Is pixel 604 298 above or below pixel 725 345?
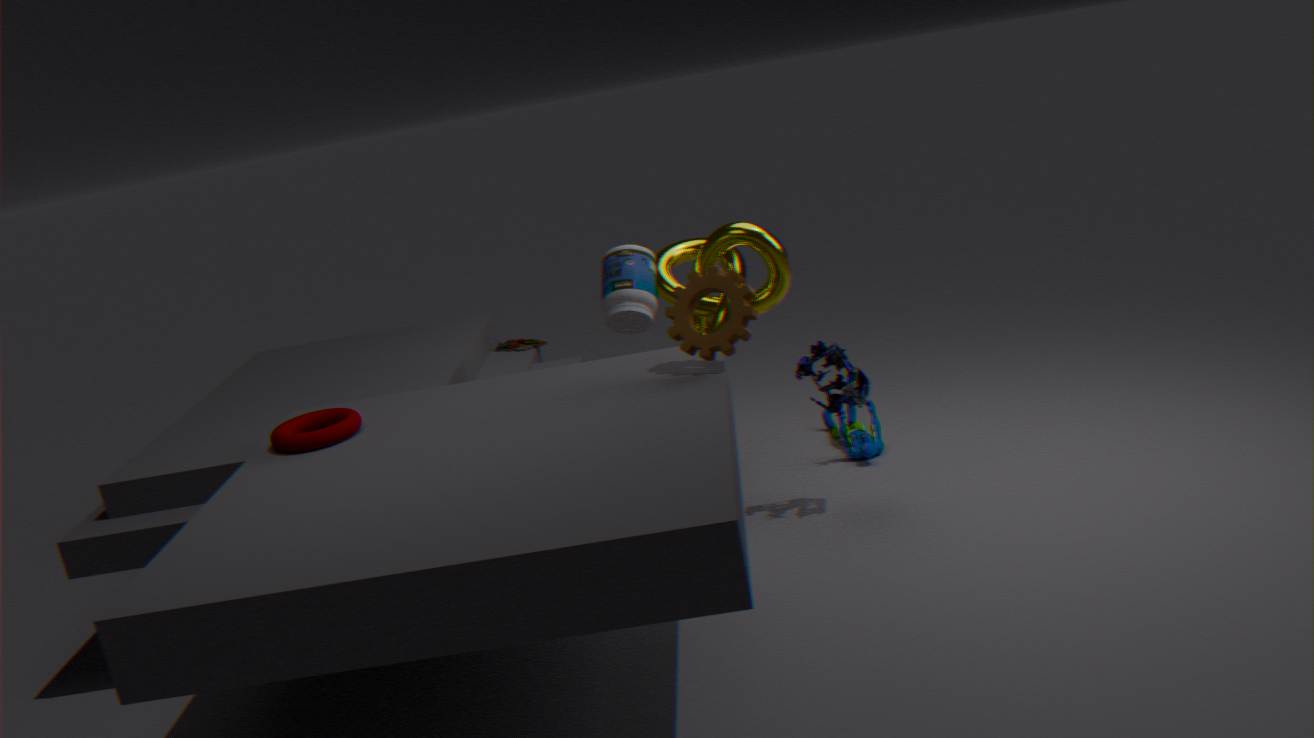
below
